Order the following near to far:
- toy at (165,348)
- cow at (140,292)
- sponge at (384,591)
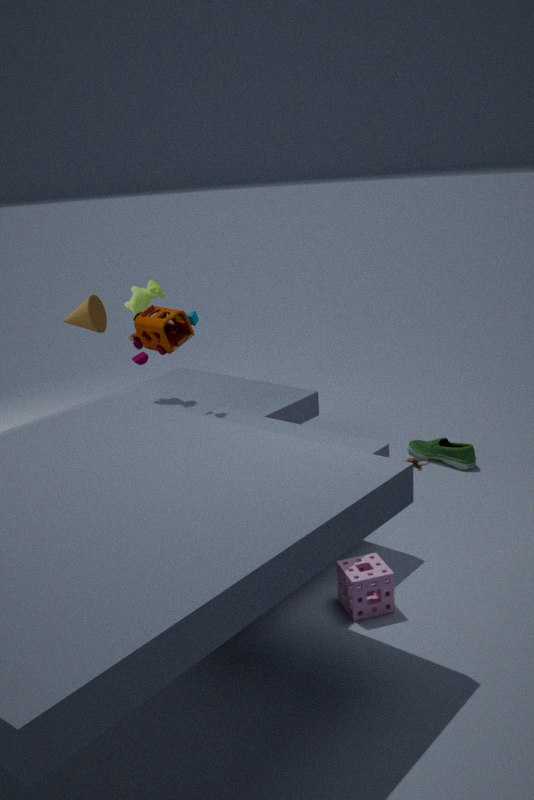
sponge at (384,591) < toy at (165,348) < cow at (140,292)
